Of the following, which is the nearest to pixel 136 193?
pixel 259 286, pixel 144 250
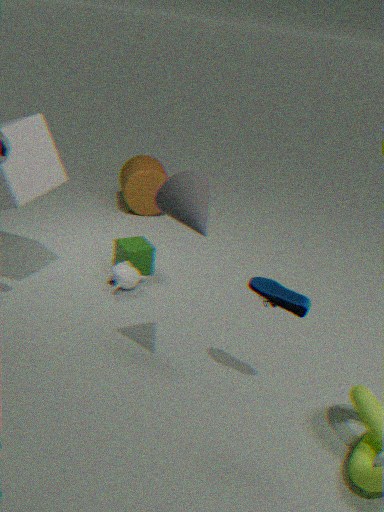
pixel 144 250
